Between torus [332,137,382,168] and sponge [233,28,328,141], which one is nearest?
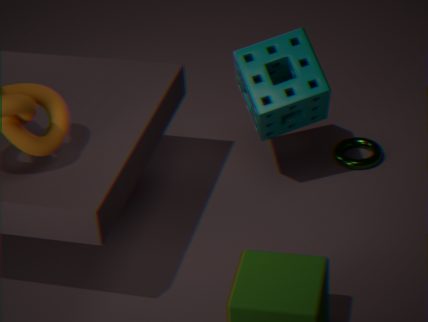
sponge [233,28,328,141]
